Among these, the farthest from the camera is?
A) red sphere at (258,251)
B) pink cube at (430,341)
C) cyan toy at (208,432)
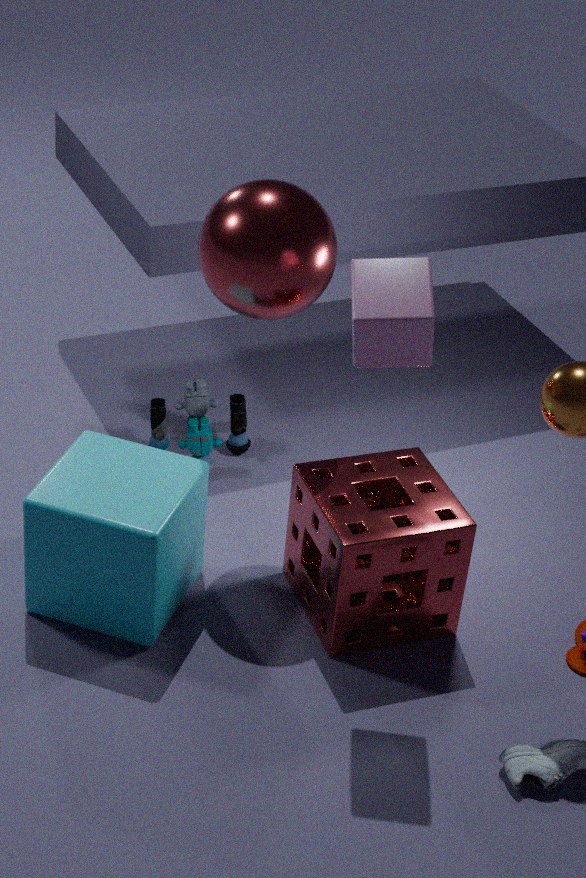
cyan toy at (208,432)
